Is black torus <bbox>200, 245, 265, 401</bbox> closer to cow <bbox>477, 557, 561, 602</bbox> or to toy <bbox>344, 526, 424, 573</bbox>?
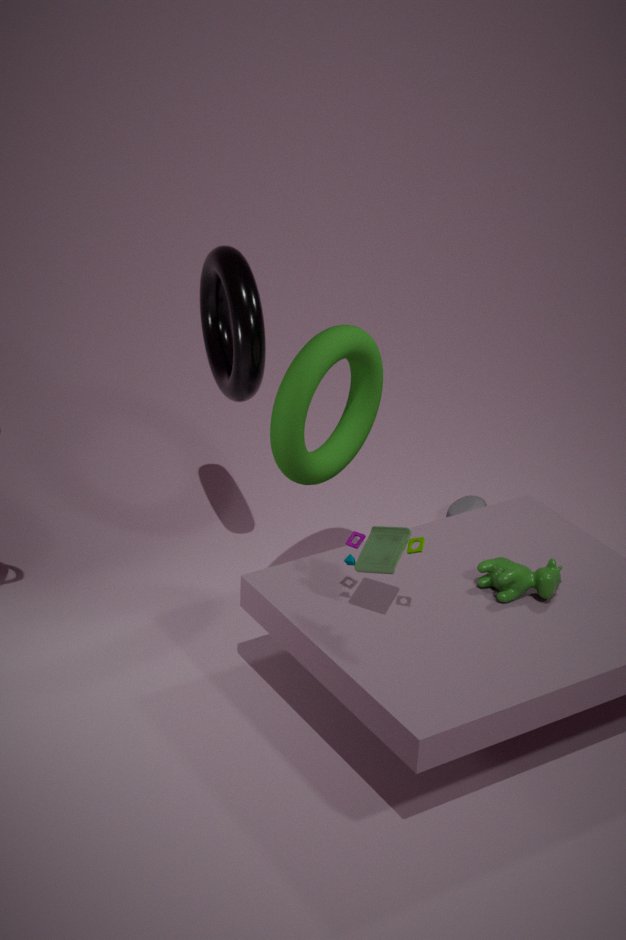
toy <bbox>344, 526, 424, 573</bbox>
